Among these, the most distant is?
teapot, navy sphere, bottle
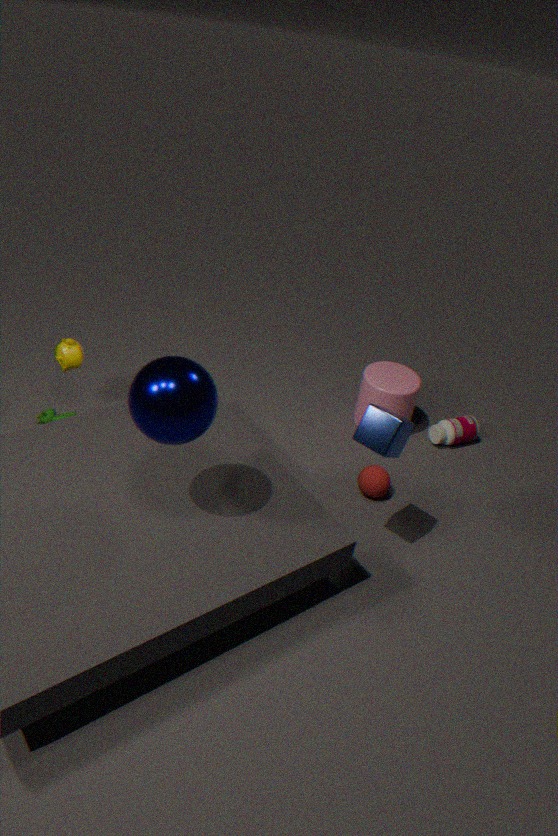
bottle
